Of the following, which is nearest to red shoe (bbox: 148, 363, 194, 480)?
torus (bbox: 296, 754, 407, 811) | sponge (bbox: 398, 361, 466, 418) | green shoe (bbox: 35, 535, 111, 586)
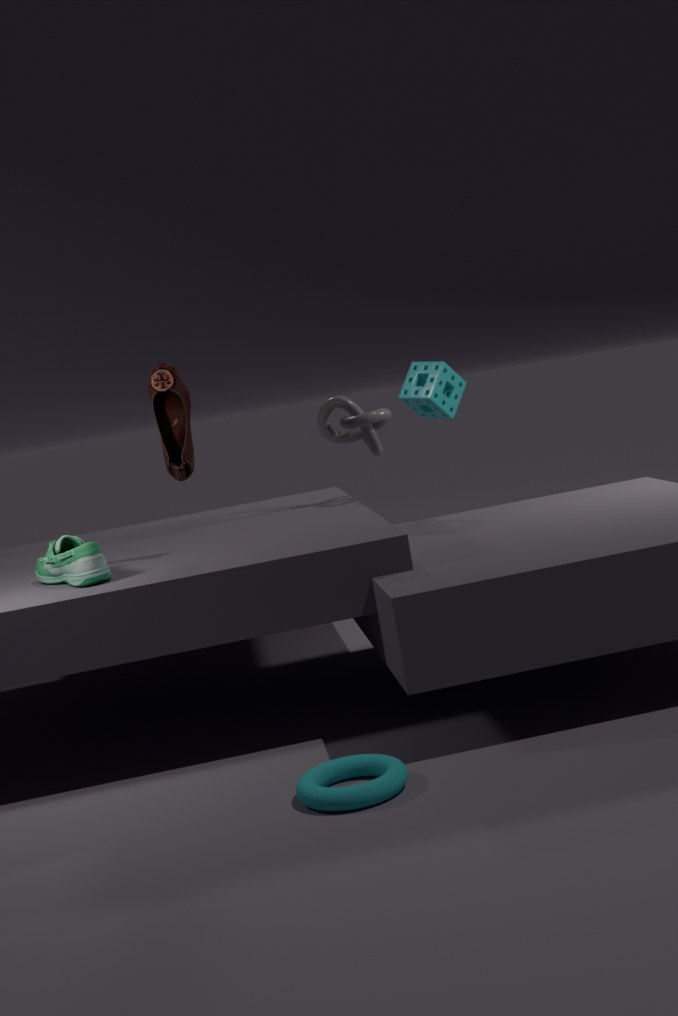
green shoe (bbox: 35, 535, 111, 586)
